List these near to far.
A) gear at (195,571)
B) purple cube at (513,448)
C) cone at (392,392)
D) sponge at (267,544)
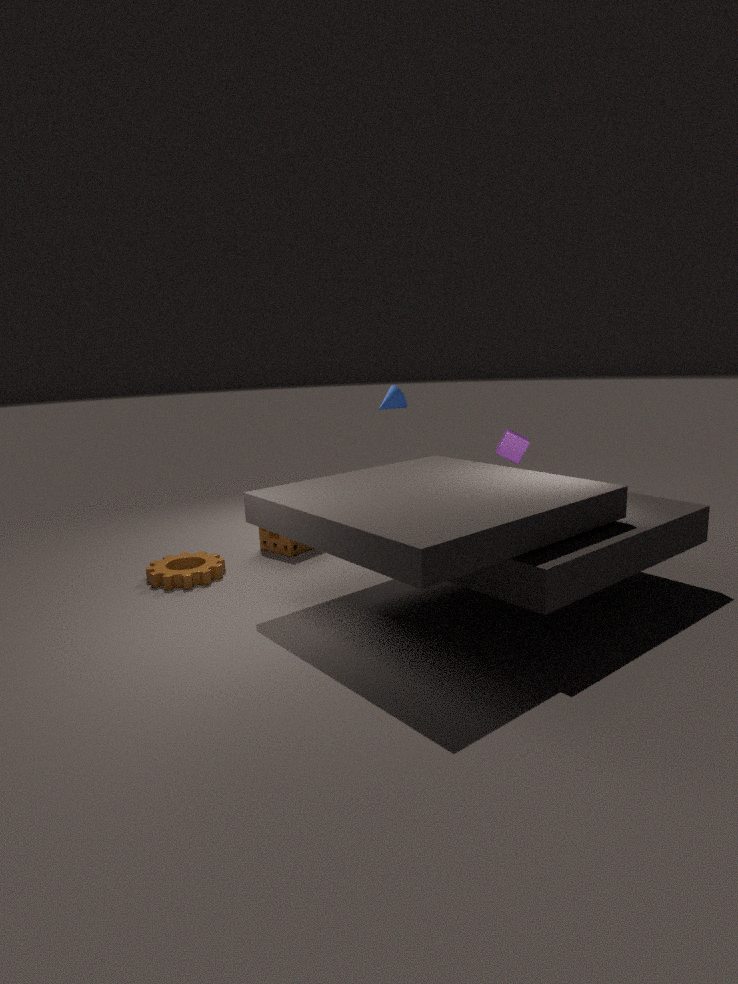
1. gear at (195,571)
2. purple cube at (513,448)
3. sponge at (267,544)
4. cone at (392,392)
